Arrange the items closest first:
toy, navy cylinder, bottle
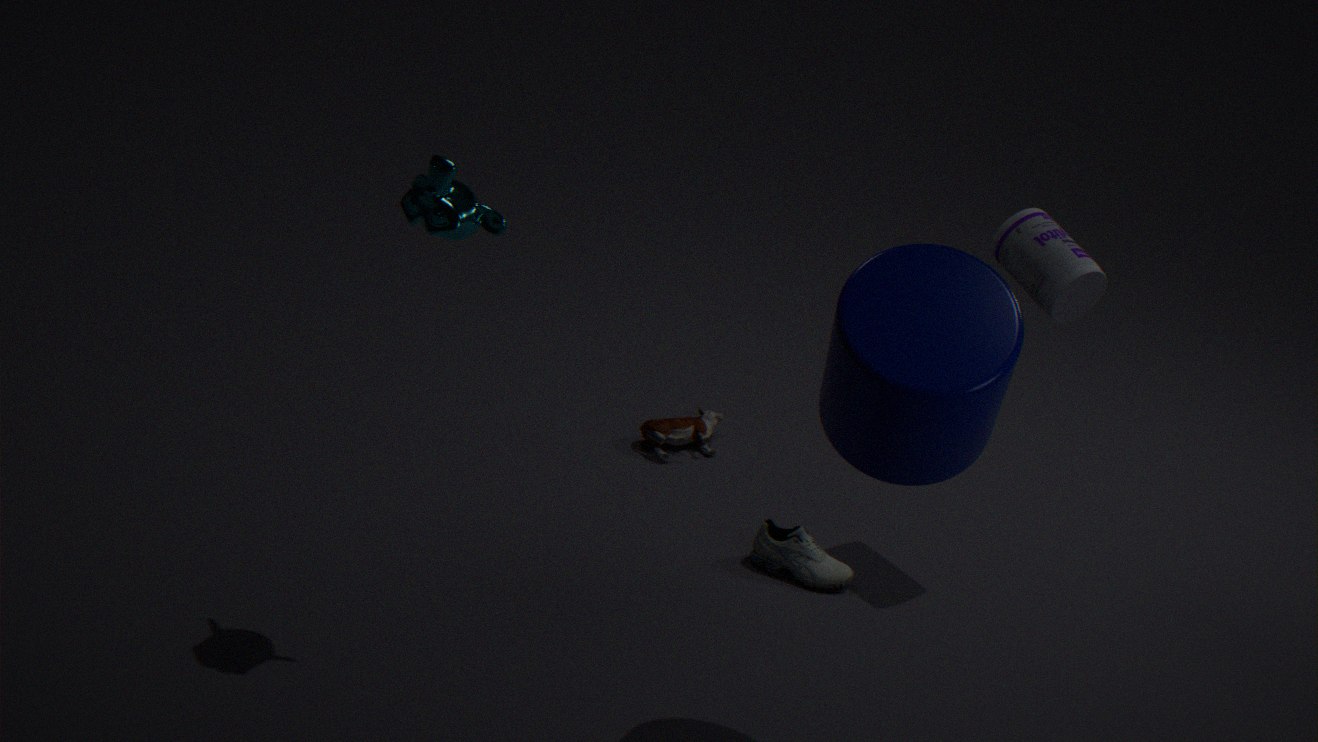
navy cylinder < bottle < toy
